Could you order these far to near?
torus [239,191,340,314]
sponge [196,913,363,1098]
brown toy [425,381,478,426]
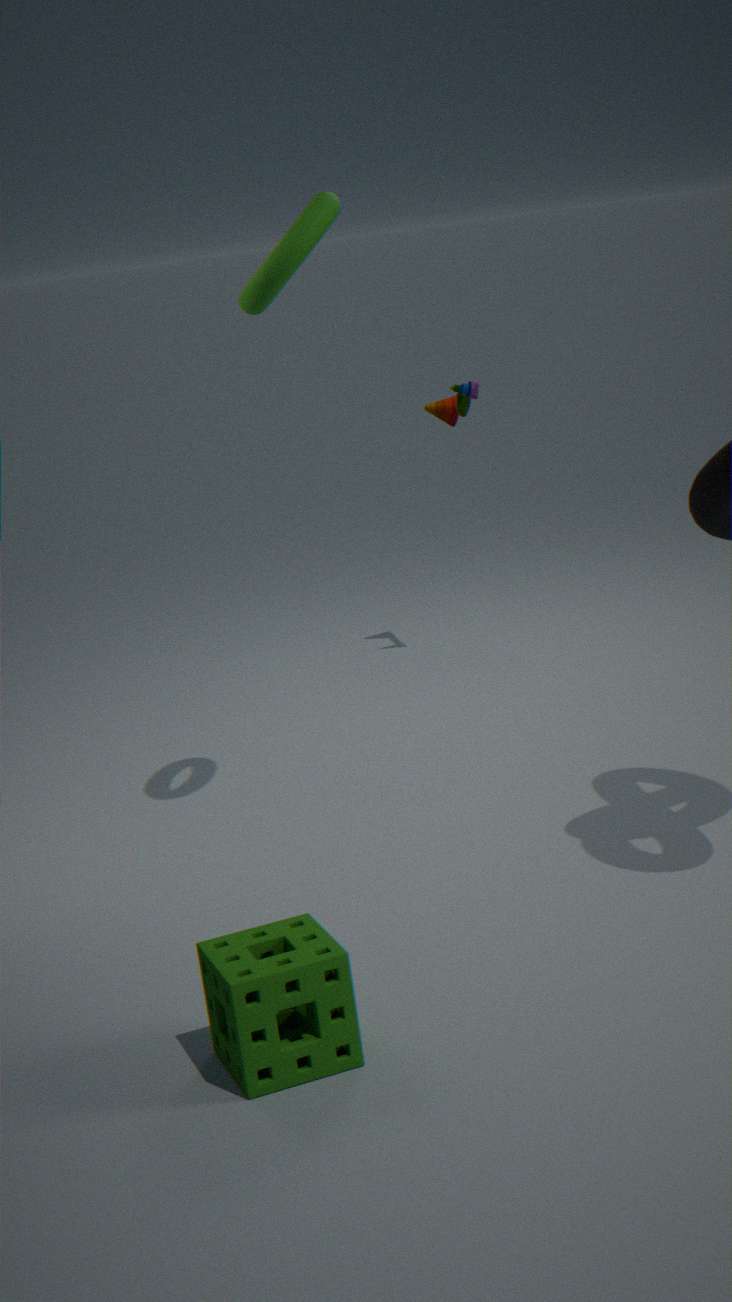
brown toy [425,381,478,426] < torus [239,191,340,314] < sponge [196,913,363,1098]
